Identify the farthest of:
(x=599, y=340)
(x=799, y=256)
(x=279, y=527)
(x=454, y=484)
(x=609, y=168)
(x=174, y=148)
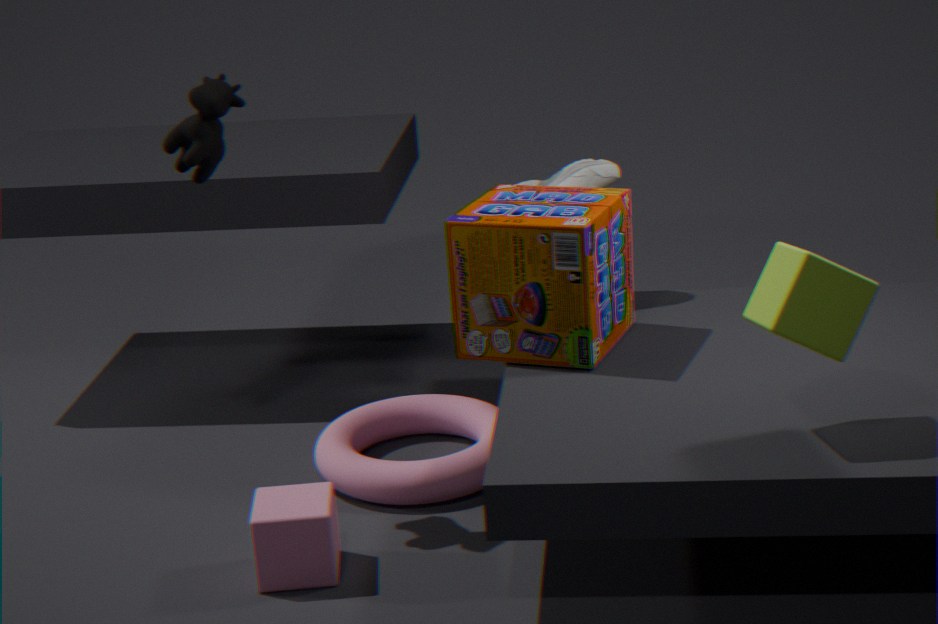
Result: (x=609, y=168)
